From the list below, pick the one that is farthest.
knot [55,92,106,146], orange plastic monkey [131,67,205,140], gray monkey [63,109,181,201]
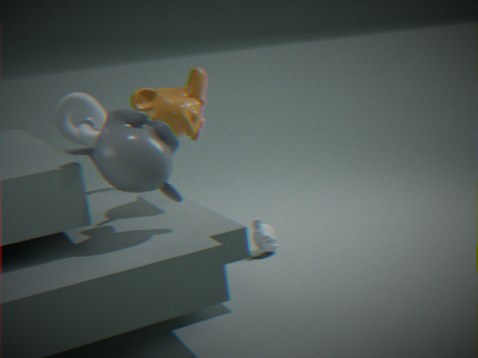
knot [55,92,106,146]
